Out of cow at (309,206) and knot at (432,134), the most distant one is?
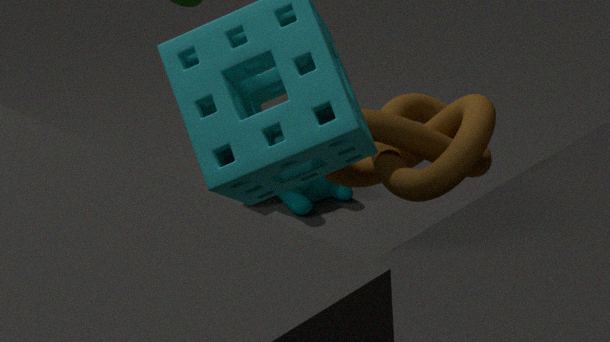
cow at (309,206)
